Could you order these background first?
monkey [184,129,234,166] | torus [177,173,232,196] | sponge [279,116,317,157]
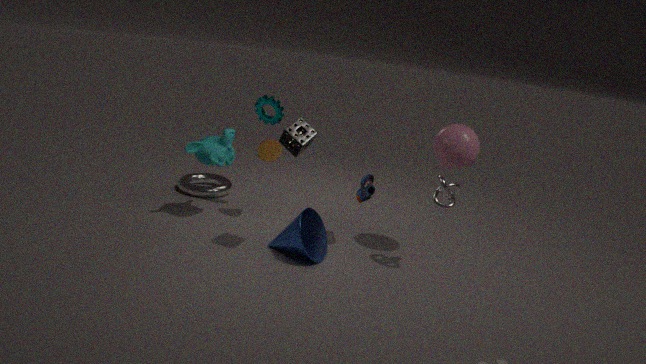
1. torus [177,173,232,196]
2. monkey [184,129,234,166]
3. sponge [279,116,317,157]
